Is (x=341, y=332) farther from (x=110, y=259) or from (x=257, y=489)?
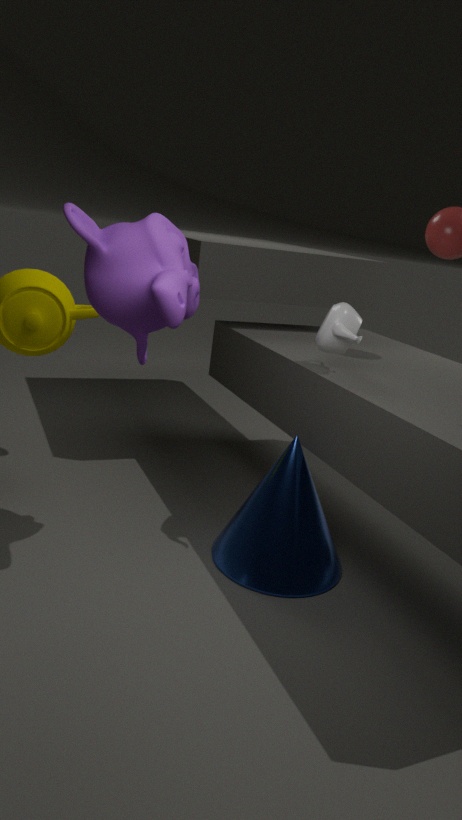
(x=257, y=489)
